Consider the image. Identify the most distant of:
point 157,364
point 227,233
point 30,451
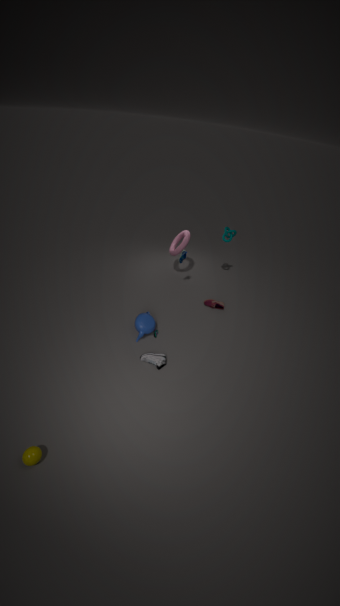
point 227,233
